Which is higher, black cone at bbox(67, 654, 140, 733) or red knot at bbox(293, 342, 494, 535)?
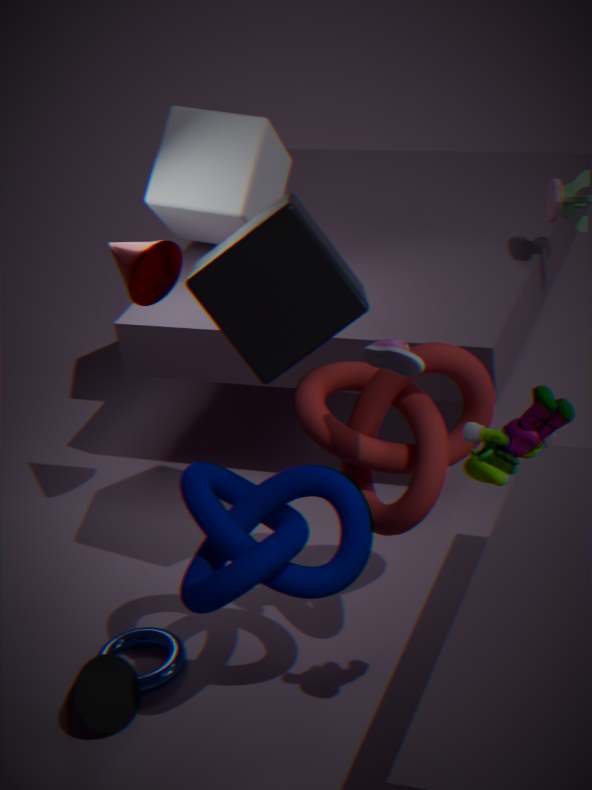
red knot at bbox(293, 342, 494, 535)
